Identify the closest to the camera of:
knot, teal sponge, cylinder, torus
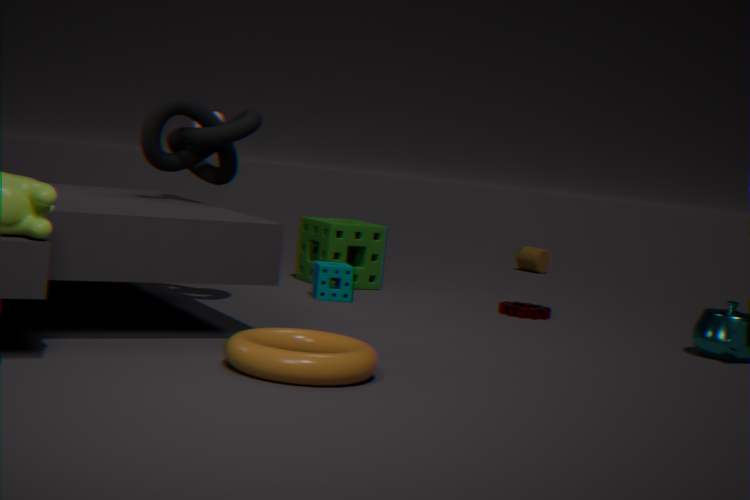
torus
